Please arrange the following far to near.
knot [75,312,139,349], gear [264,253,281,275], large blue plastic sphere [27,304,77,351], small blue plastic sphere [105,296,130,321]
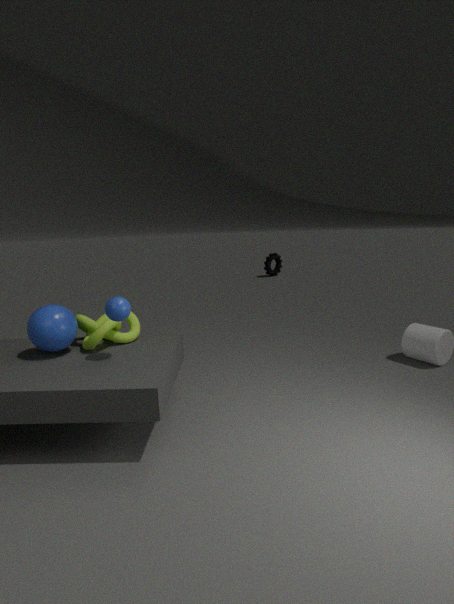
gear [264,253,281,275], knot [75,312,139,349], large blue plastic sphere [27,304,77,351], small blue plastic sphere [105,296,130,321]
